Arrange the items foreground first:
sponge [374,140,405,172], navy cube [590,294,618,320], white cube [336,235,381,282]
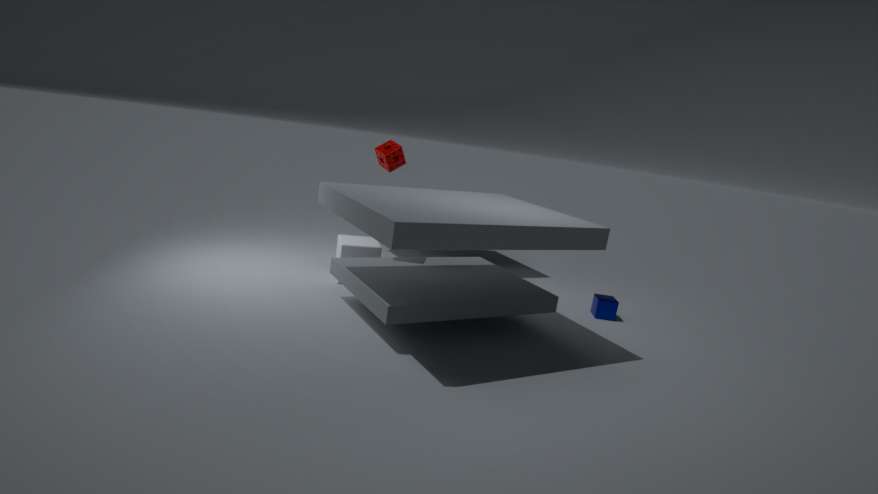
sponge [374,140,405,172] < white cube [336,235,381,282] < navy cube [590,294,618,320]
